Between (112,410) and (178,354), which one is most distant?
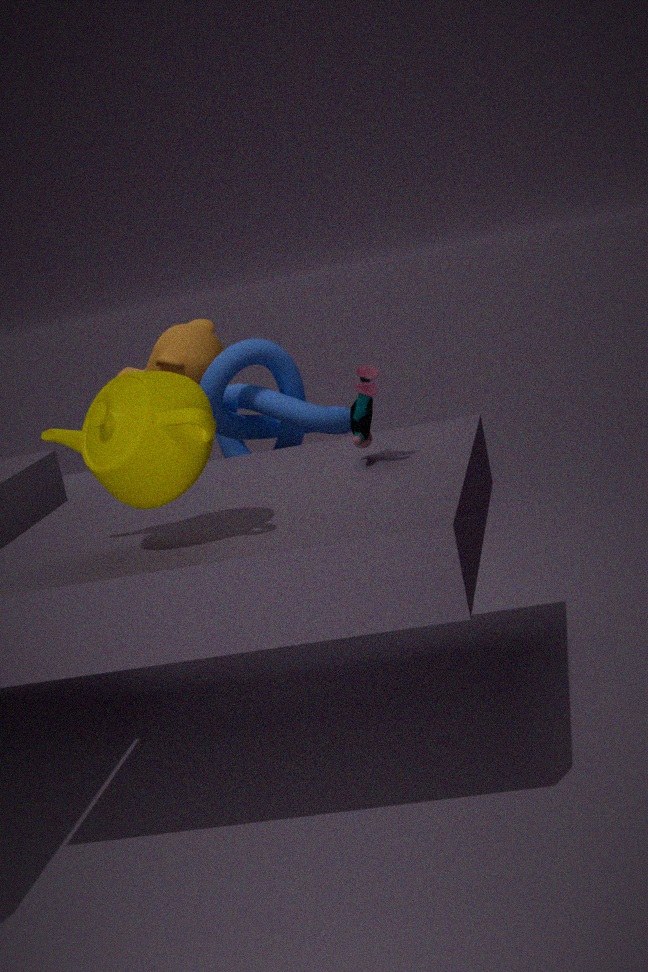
(178,354)
